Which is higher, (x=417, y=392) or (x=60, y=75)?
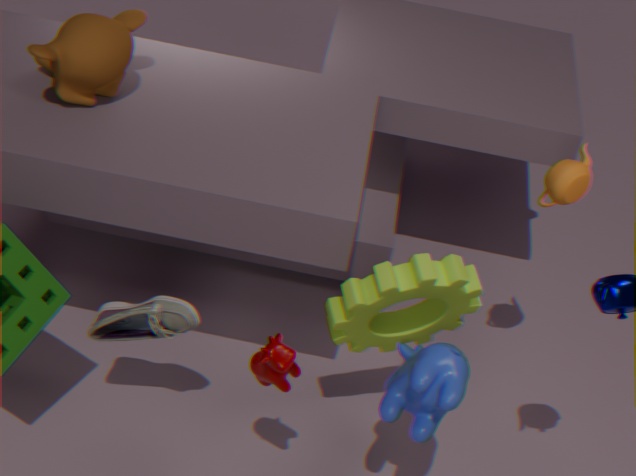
(x=60, y=75)
